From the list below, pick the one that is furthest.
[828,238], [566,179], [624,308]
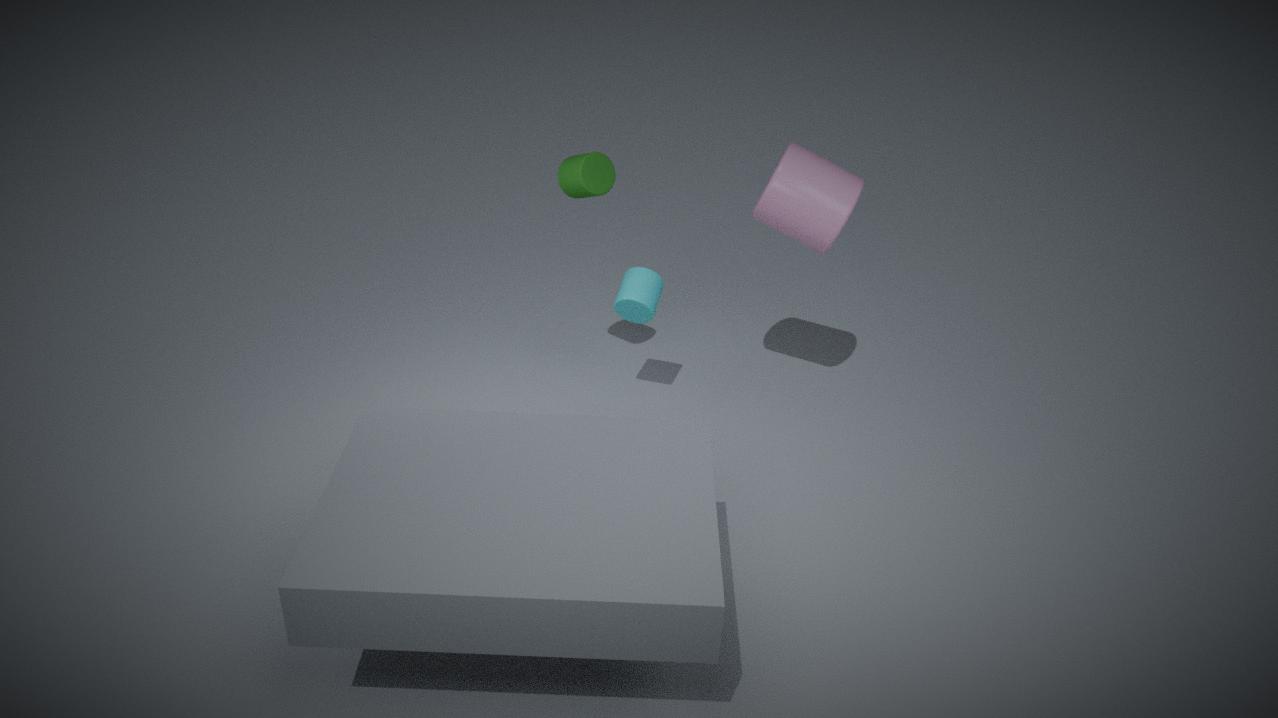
[624,308]
